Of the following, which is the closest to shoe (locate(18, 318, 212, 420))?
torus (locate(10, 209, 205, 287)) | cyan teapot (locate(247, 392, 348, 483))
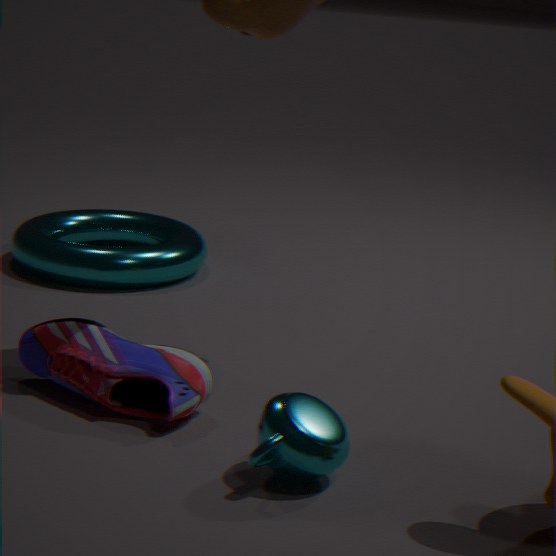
cyan teapot (locate(247, 392, 348, 483))
